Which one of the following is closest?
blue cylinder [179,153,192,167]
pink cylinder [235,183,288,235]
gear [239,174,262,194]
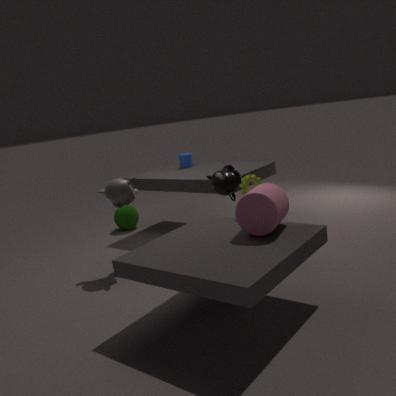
pink cylinder [235,183,288,235]
